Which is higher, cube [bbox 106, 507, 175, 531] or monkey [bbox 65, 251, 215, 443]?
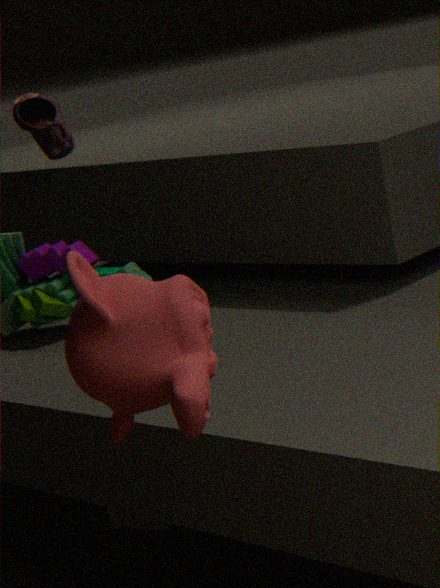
monkey [bbox 65, 251, 215, 443]
